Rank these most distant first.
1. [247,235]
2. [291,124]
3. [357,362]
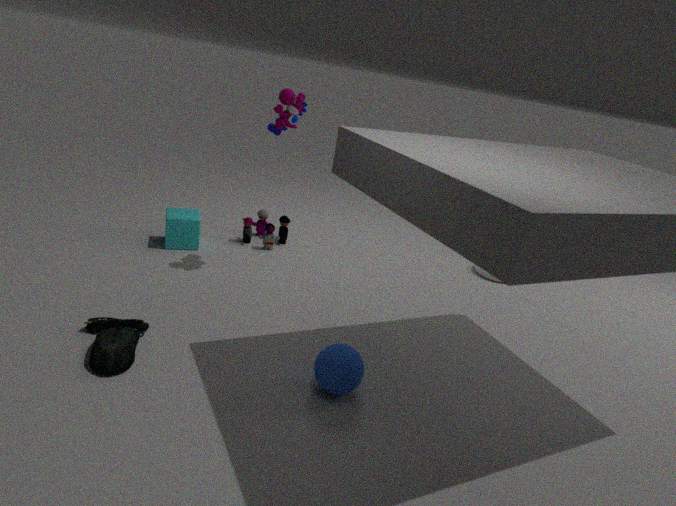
[247,235] → [291,124] → [357,362]
